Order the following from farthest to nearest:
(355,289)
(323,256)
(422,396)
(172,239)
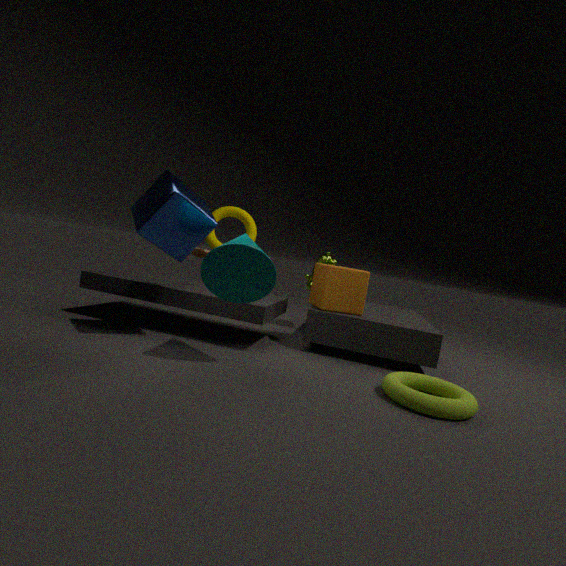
(323,256) < (355,289) < (172,239) < (422,396)
